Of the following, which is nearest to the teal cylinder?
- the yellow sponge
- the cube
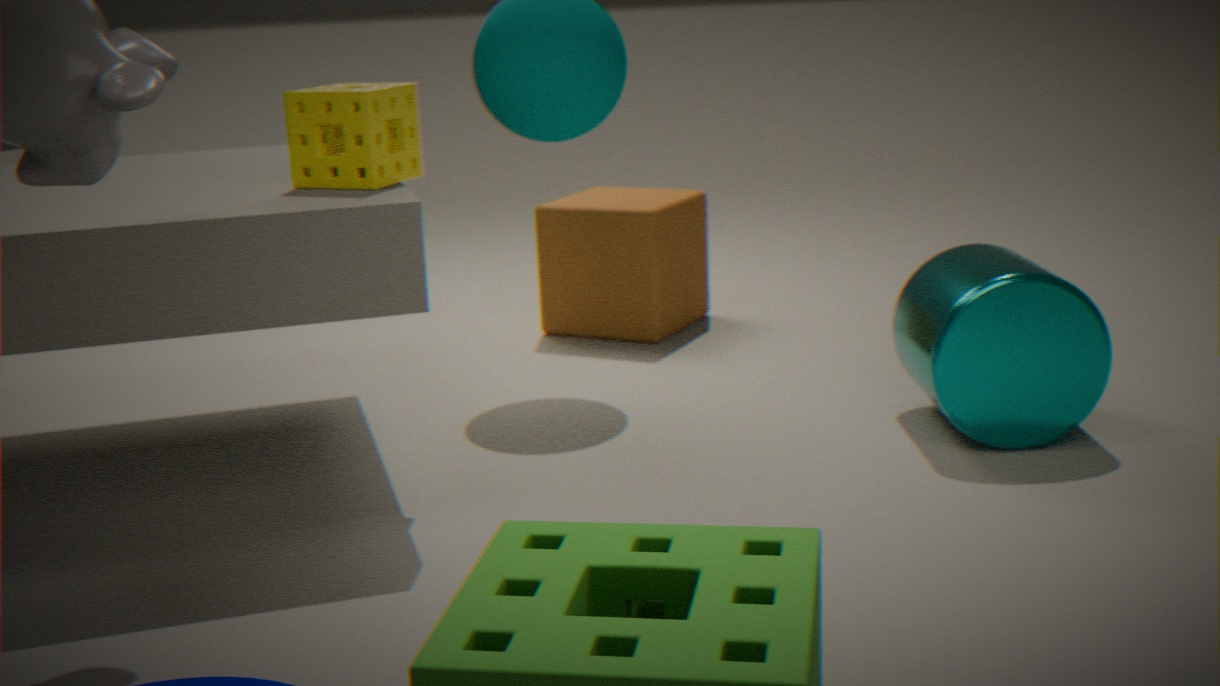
the cube
